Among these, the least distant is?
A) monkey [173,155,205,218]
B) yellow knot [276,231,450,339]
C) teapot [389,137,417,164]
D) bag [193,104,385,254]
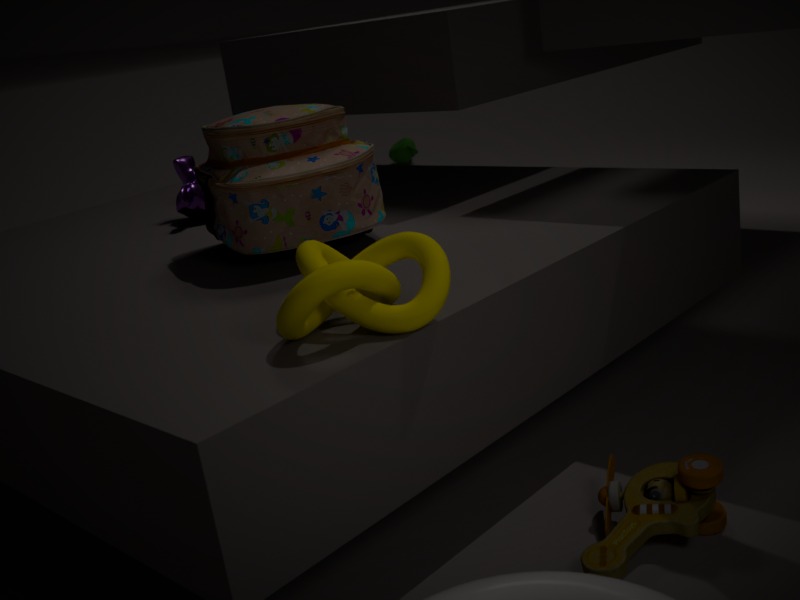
yellow knot [276,231,450,339]
